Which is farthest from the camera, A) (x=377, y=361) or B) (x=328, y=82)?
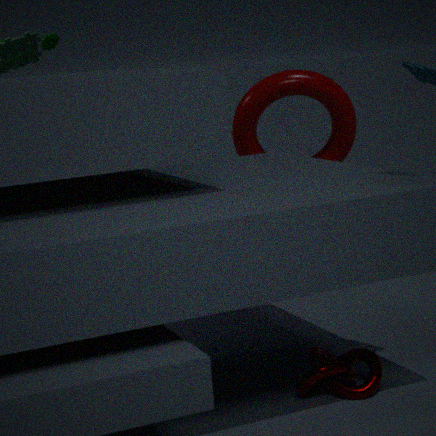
B. (x=328, y=82)
